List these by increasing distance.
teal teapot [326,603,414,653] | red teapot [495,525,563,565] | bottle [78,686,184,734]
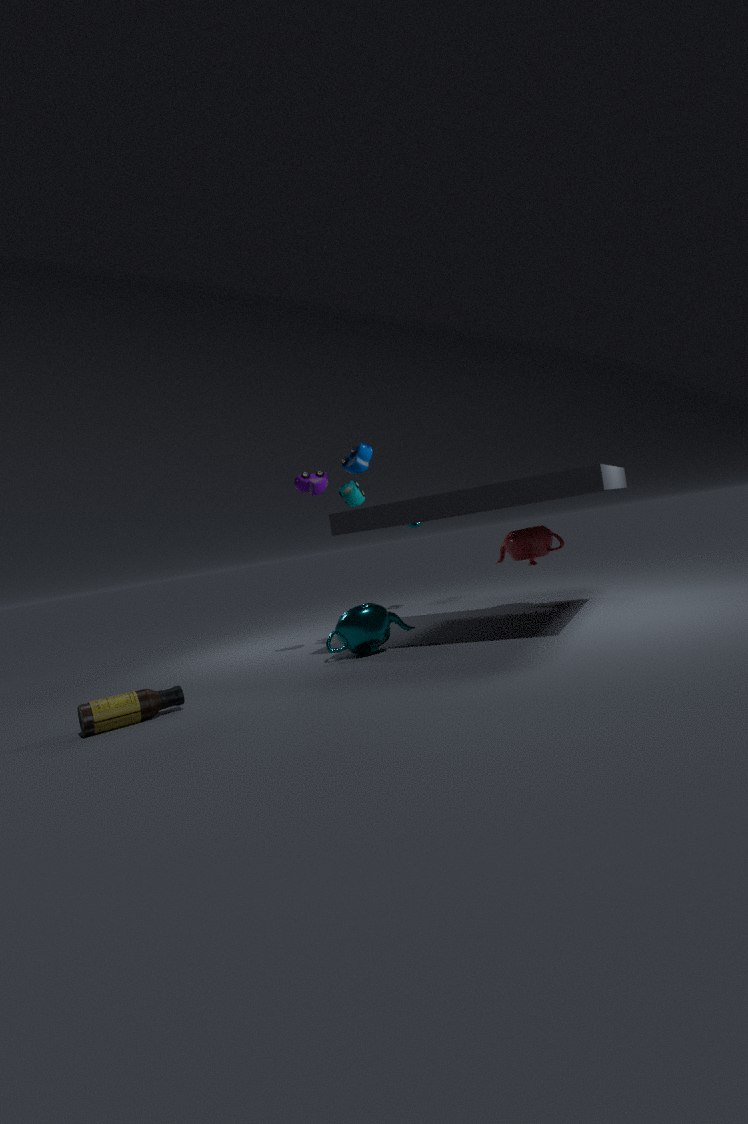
bottle [78,686,184,734] < teal teapot [326,603,414,653] < red teapot [495,525,563,565]
